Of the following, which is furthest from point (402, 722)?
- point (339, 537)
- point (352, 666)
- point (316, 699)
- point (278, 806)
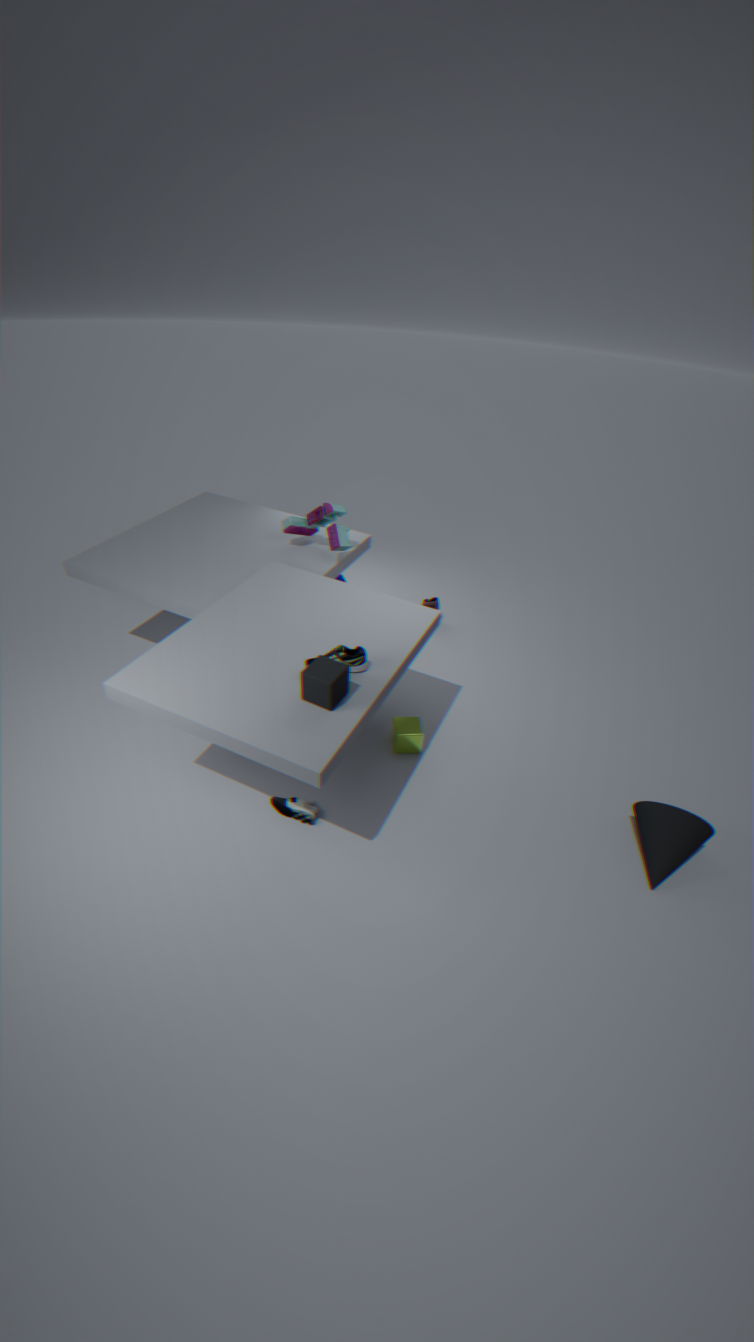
point (339, 537)
